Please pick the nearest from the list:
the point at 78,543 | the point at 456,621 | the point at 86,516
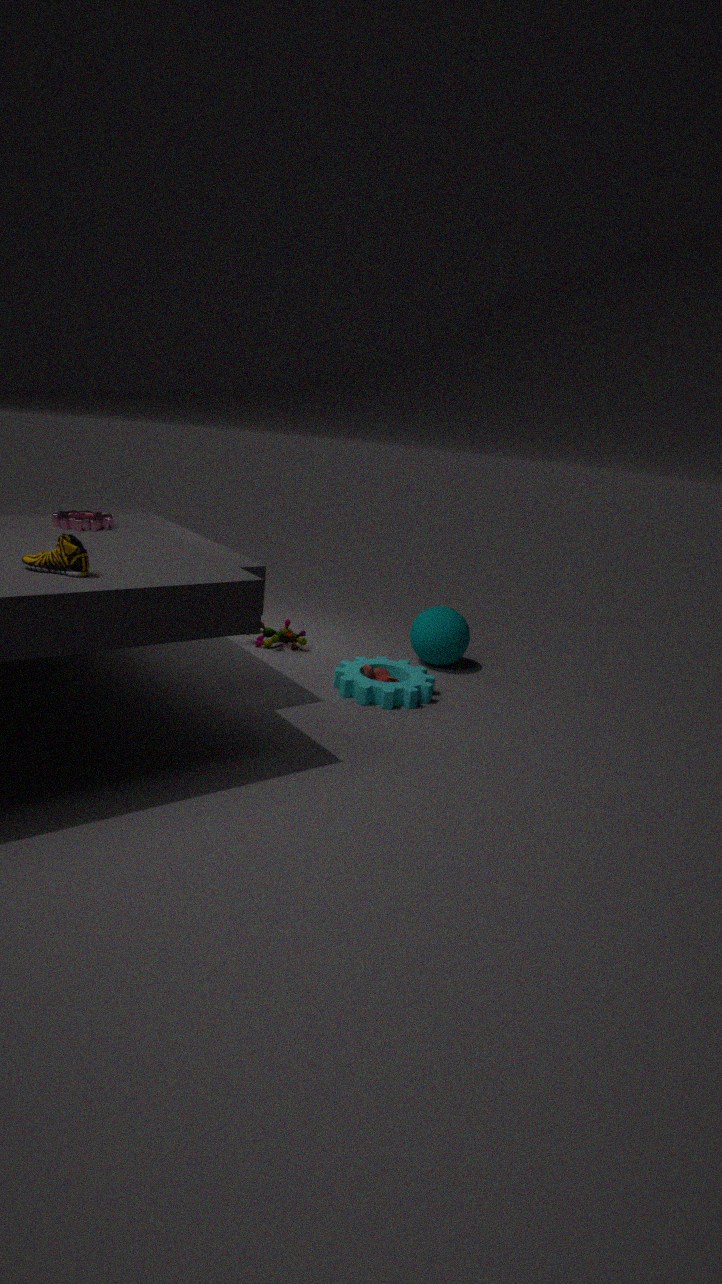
the point at 78,543
